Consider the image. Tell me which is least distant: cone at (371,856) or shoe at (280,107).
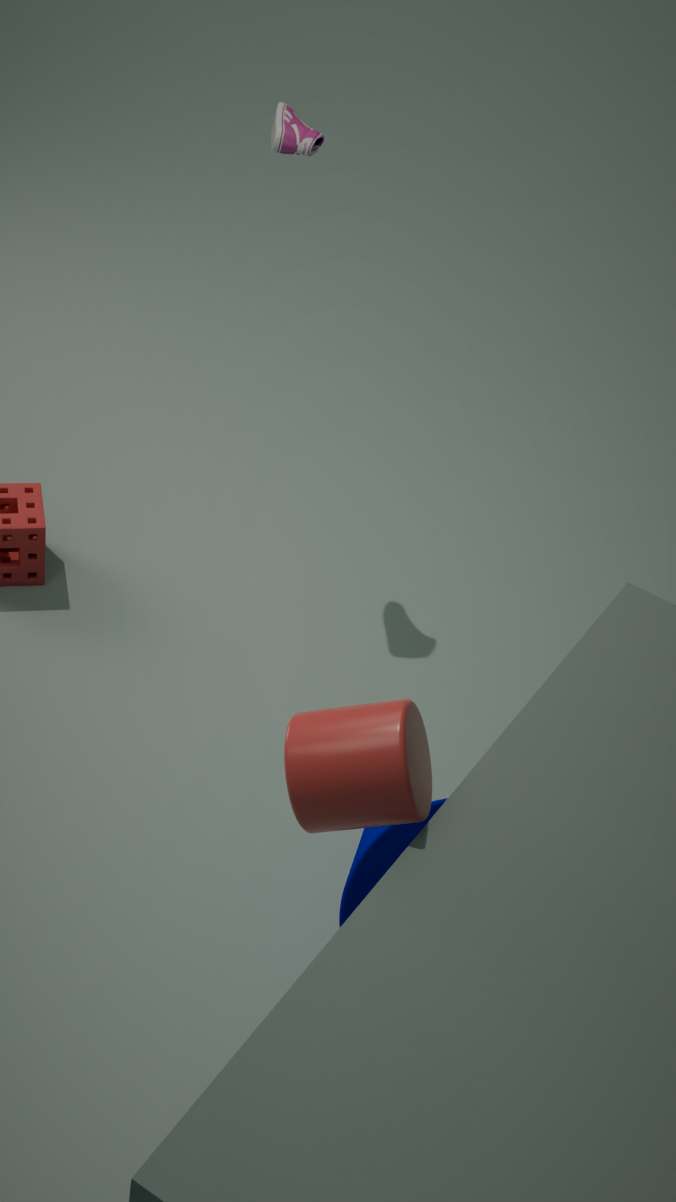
cone at (371,856)
